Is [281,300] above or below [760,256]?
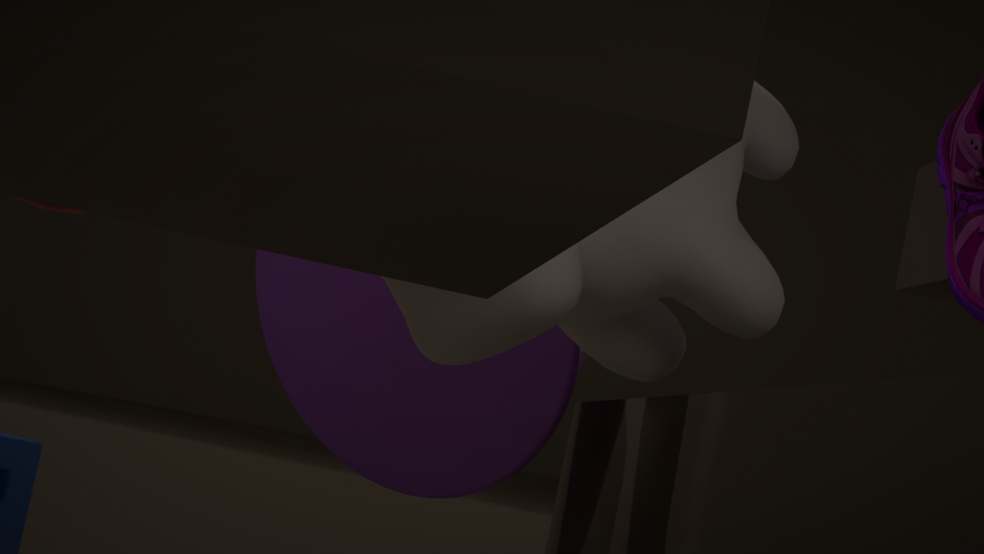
below
